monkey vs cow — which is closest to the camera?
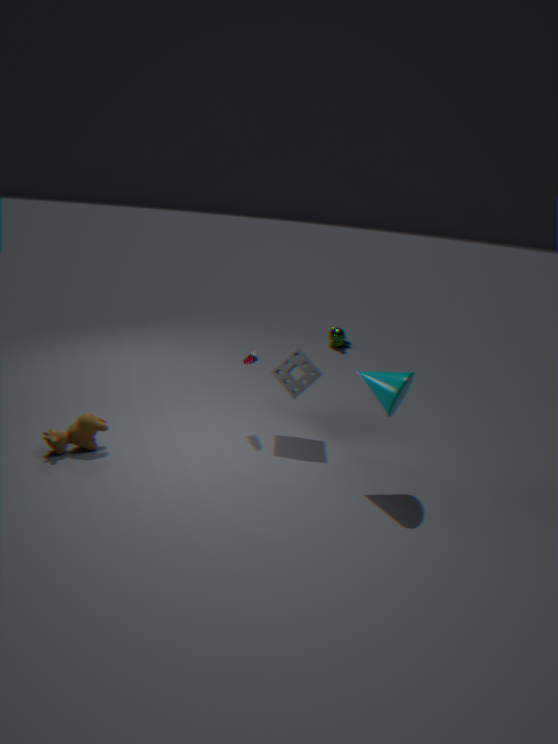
cow
